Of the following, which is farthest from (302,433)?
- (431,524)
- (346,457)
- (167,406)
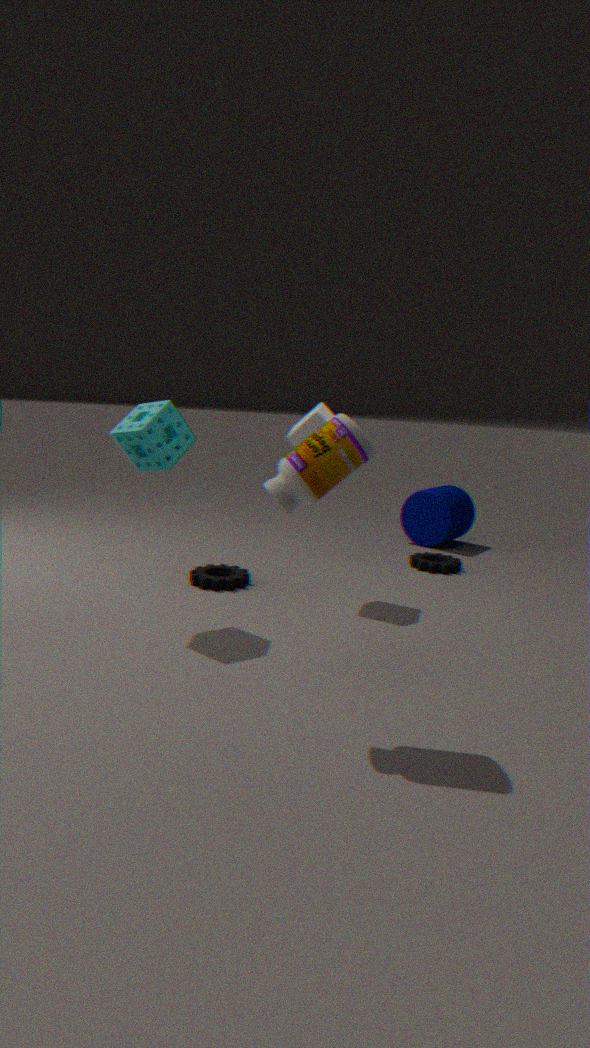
(431,524)
